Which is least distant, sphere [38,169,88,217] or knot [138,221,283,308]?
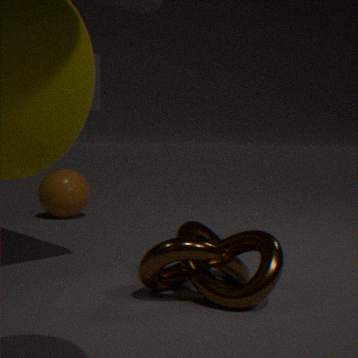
knot [138,221,283,308]
